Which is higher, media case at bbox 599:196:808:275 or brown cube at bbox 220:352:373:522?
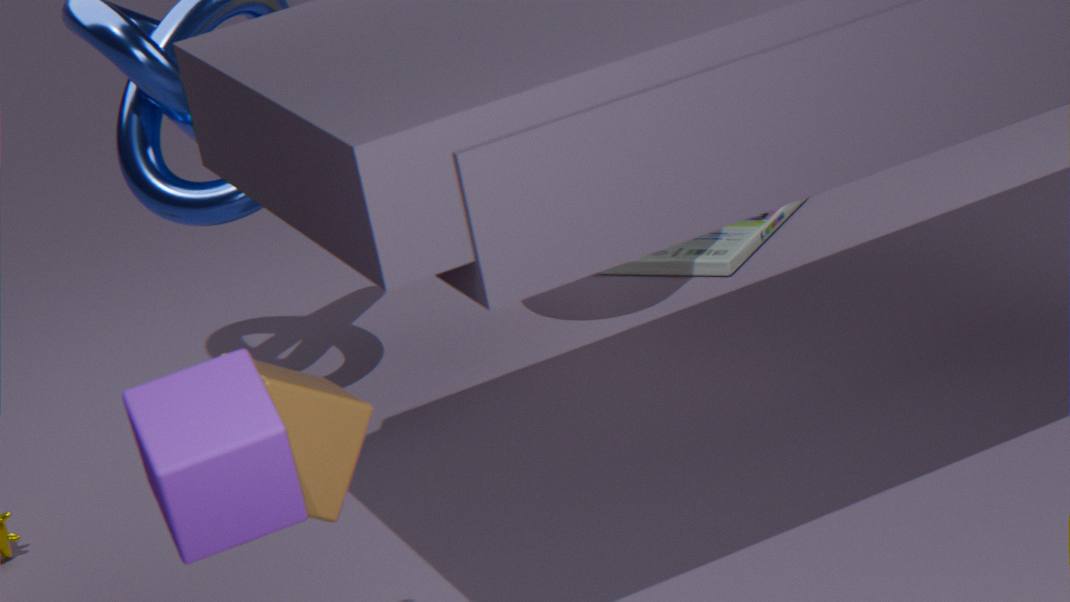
brown cube at bbox 220:352:373:522
